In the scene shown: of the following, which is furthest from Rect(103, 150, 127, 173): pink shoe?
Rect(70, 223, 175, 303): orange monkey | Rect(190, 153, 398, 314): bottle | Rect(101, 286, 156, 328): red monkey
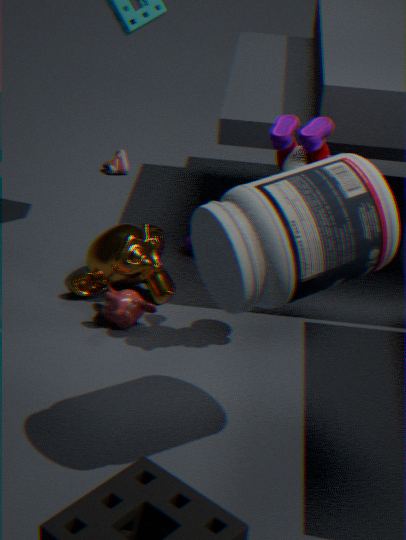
Rect(190, 153, 398, 314): bottle
